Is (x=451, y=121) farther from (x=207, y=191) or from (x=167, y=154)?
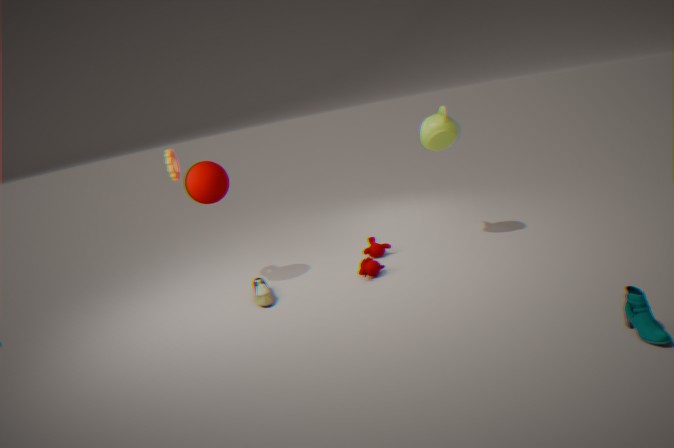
(x=167, y=154)
